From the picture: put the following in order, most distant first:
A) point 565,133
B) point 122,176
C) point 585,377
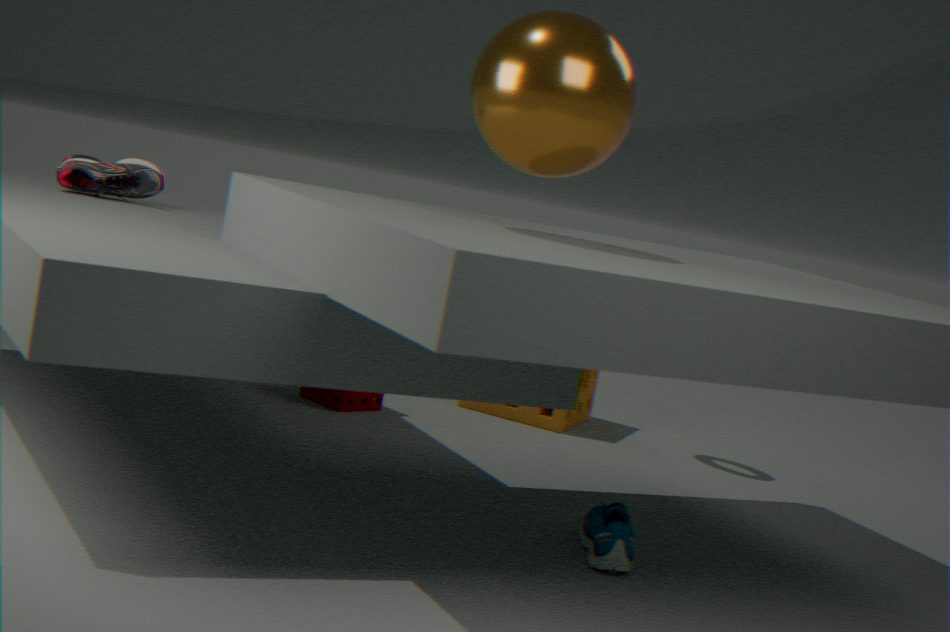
point 585,377, point 122,176, point 565,133
